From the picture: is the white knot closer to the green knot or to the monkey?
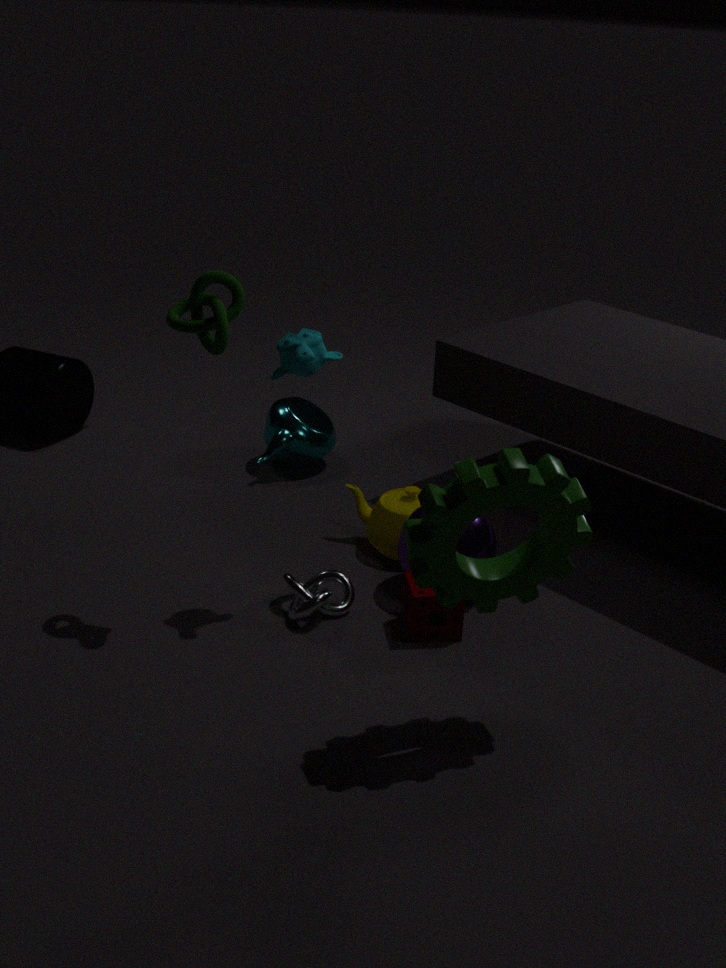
the monkey
